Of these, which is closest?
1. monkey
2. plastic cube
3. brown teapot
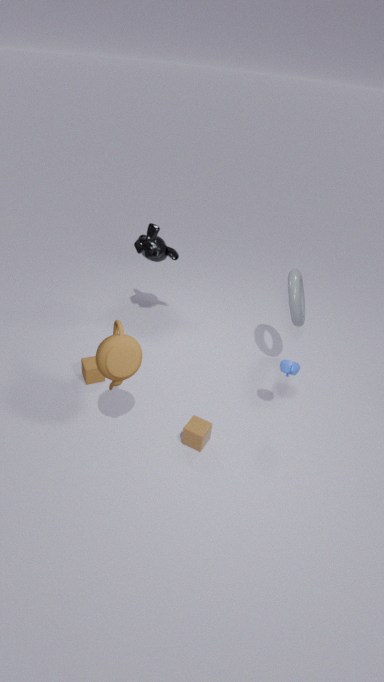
brown teapot
